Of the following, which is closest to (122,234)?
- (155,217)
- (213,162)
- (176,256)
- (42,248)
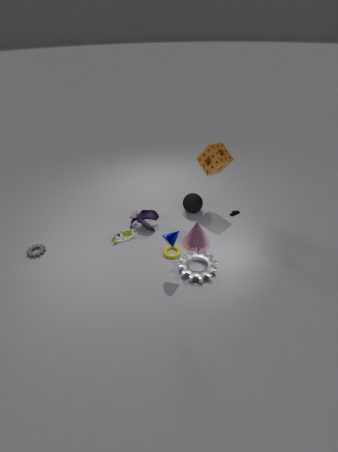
(155,217)
